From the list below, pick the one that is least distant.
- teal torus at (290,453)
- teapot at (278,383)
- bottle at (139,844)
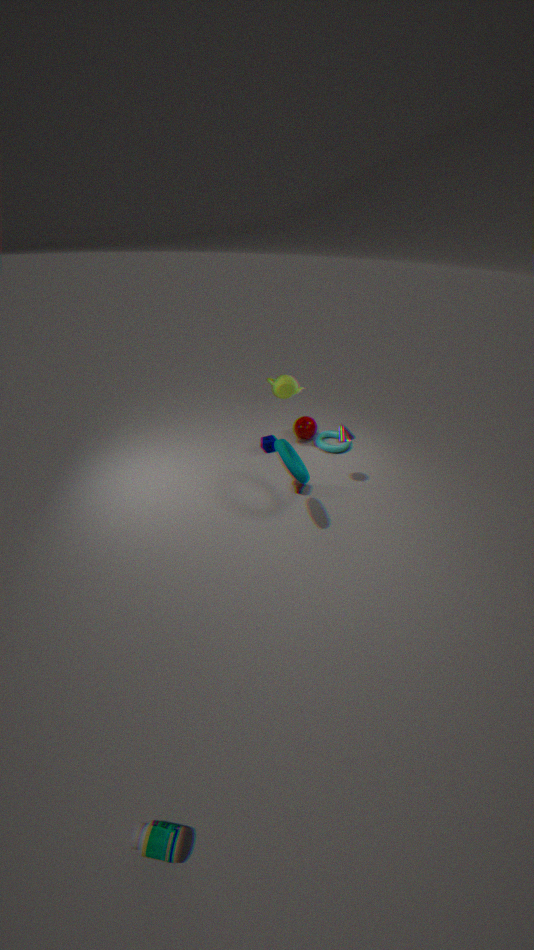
bottle at (139,844)
